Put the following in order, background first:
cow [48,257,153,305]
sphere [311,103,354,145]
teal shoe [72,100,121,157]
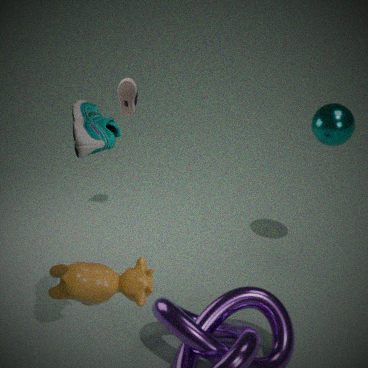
1. sphere [311,103,354,145]
2. teal shoe [72,100,121,157]
3. cow [48,257,153,305]
